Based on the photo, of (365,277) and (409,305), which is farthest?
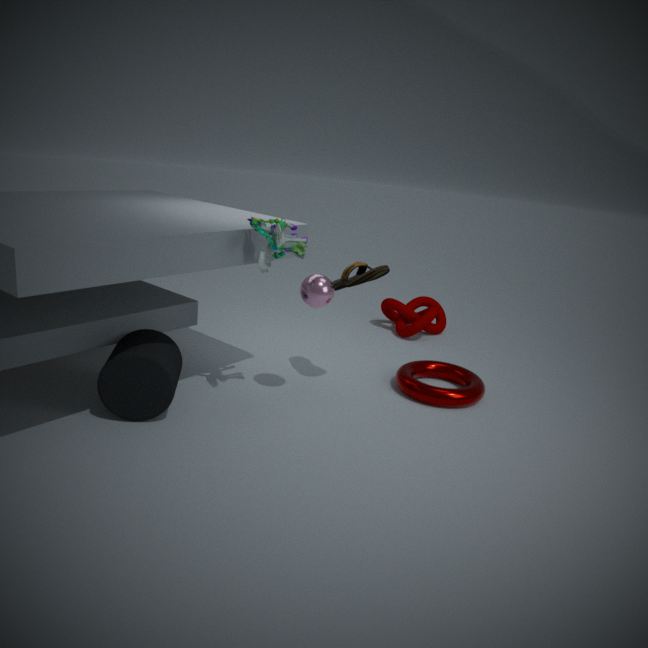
(409,305)
